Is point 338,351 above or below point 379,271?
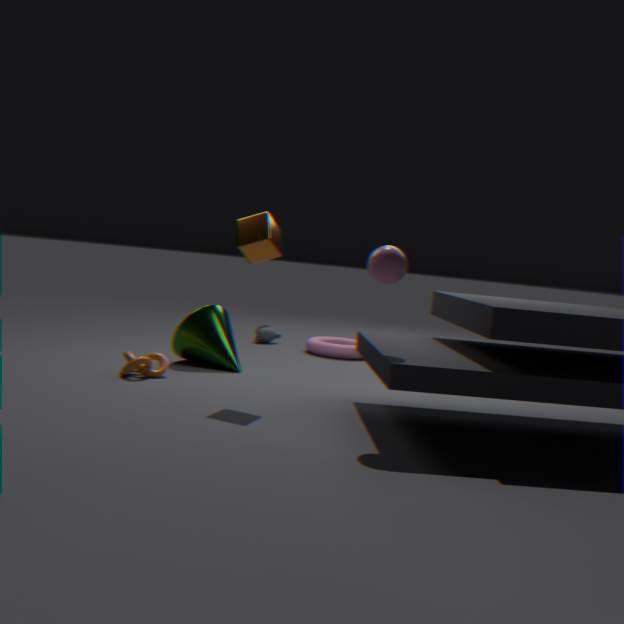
below
